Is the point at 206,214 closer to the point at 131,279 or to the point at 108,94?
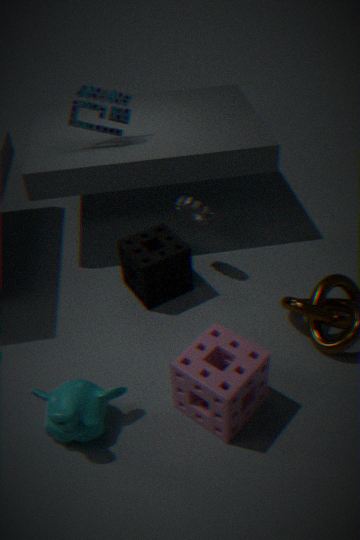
the point at 131,279
